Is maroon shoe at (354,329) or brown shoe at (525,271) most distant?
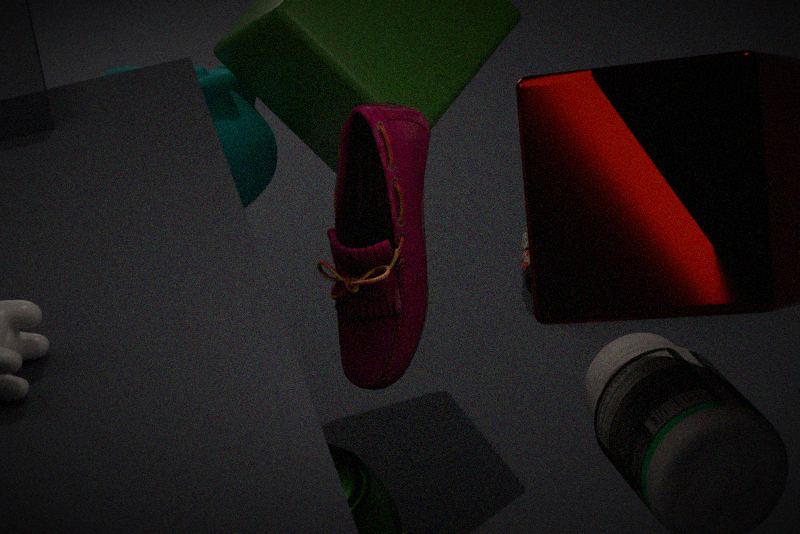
brown shoe at (525,271)
